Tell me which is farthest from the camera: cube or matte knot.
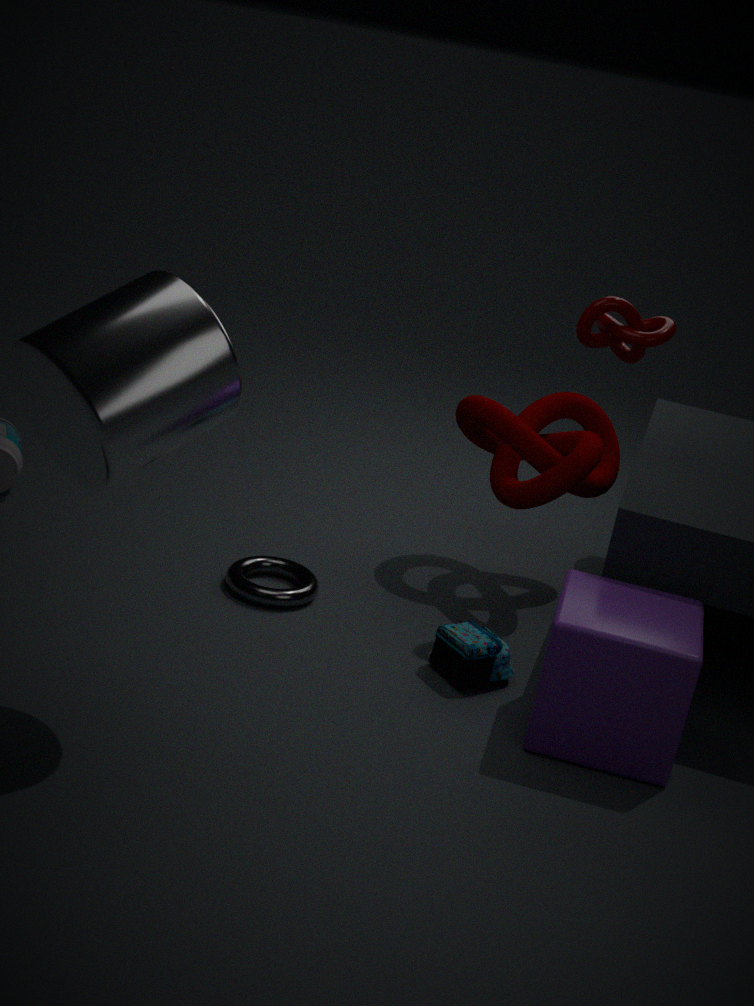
matte knot
